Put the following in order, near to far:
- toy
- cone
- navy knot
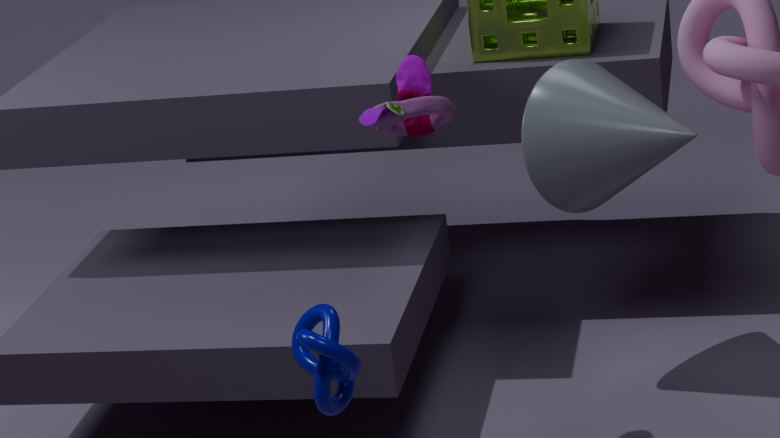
Answer: navy knot
toy
cone
